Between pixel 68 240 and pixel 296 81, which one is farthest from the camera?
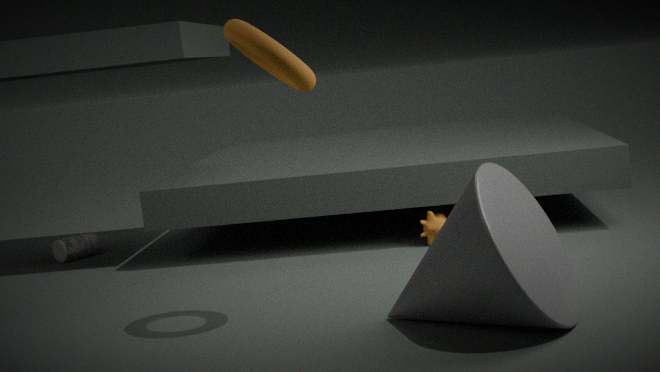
pixel 68 240
